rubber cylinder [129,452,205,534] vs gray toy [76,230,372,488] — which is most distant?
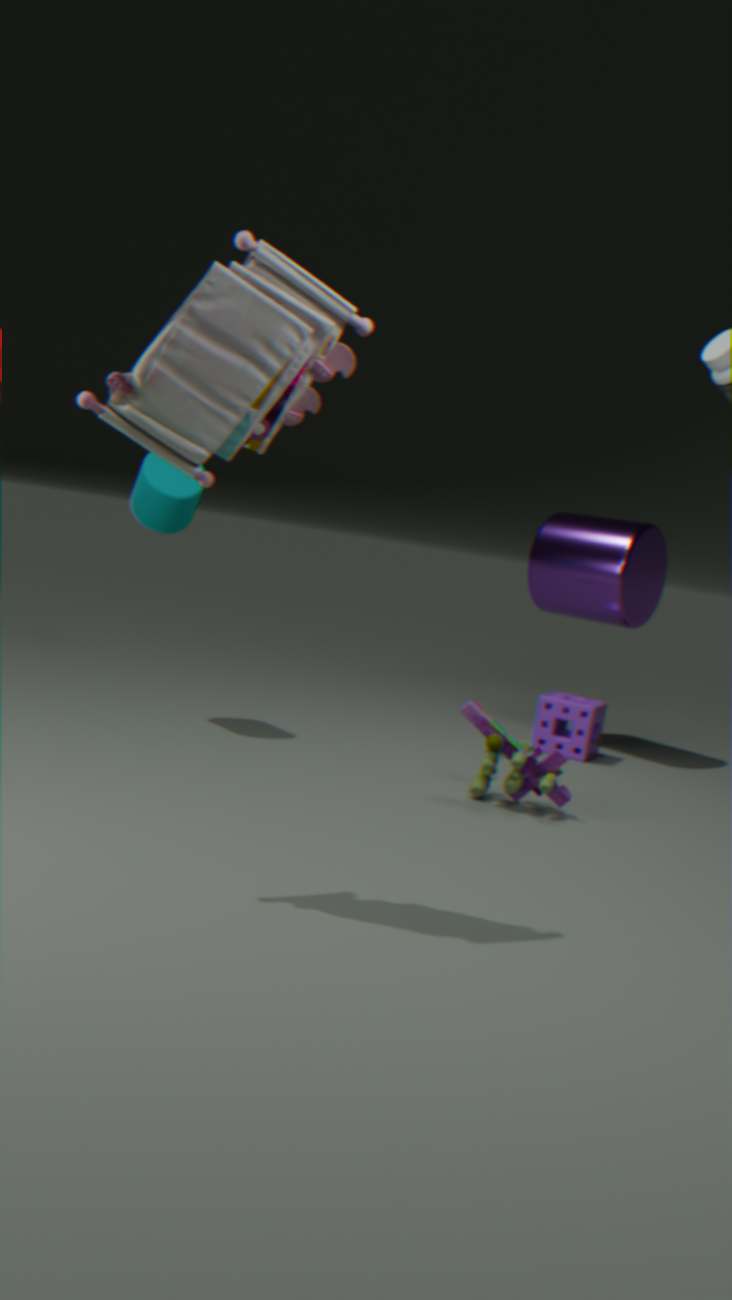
rubber cylinder [129,452,205,534]
